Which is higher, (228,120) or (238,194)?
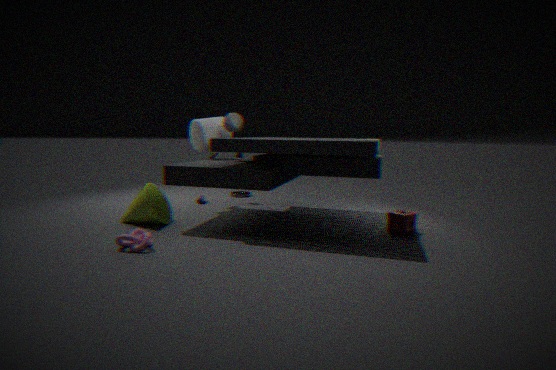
(228,120)
